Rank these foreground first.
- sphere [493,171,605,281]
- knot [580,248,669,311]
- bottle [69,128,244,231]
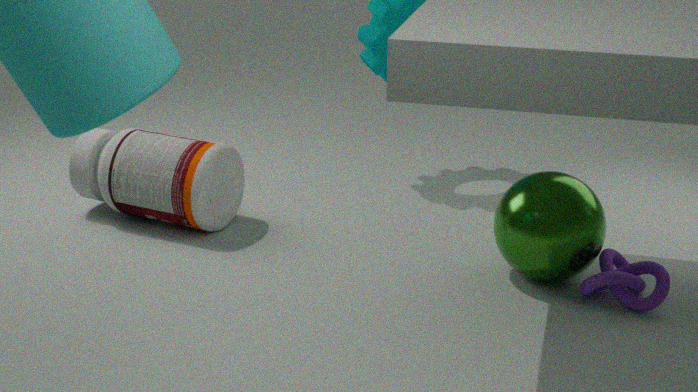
1. knot [580,248,669,311]
2. sphere [493,171,605,281]
3. bottle [69,128,244,231]
